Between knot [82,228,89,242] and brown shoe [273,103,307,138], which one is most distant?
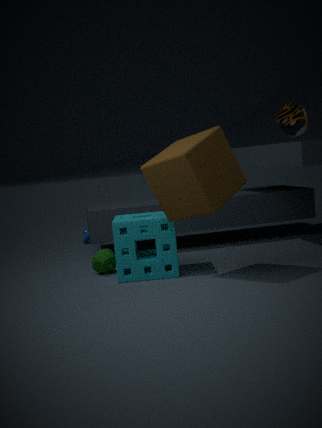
knot [82,228,89,242]
